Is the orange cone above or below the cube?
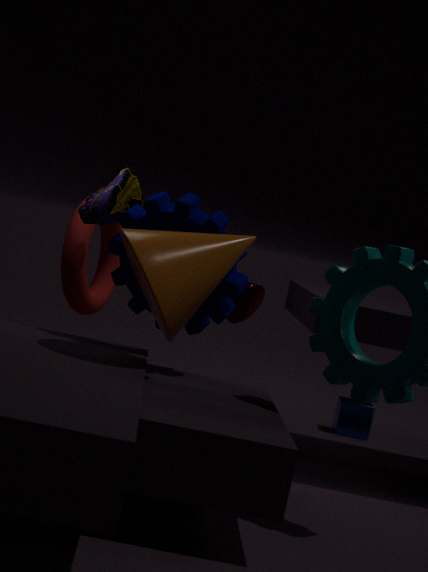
above
